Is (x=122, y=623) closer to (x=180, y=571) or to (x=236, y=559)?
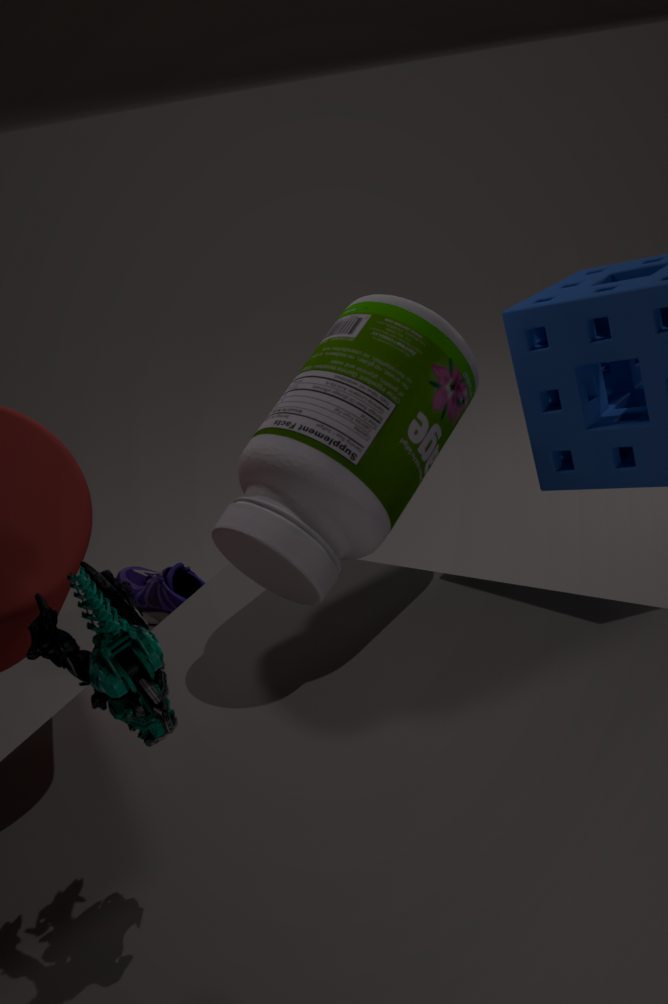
(x=236, y=559)
